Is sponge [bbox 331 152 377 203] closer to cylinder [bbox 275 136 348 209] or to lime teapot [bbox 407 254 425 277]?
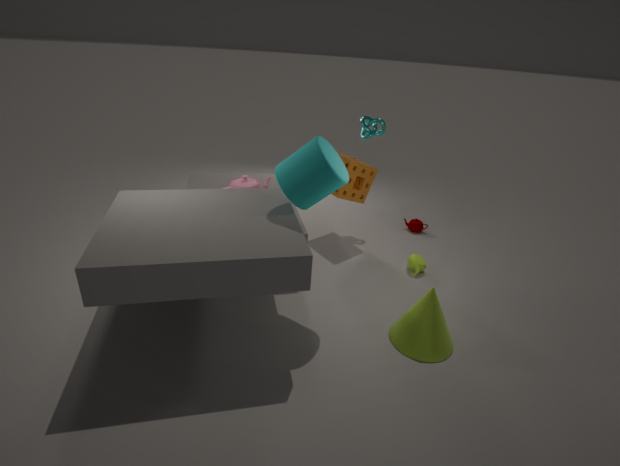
lime teapot [bbox 407 254 425 277]
